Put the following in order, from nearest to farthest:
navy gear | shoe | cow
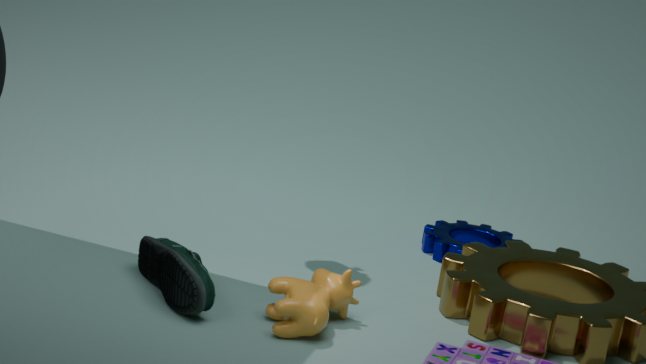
1. cow
2. shoe
3. navy gear
